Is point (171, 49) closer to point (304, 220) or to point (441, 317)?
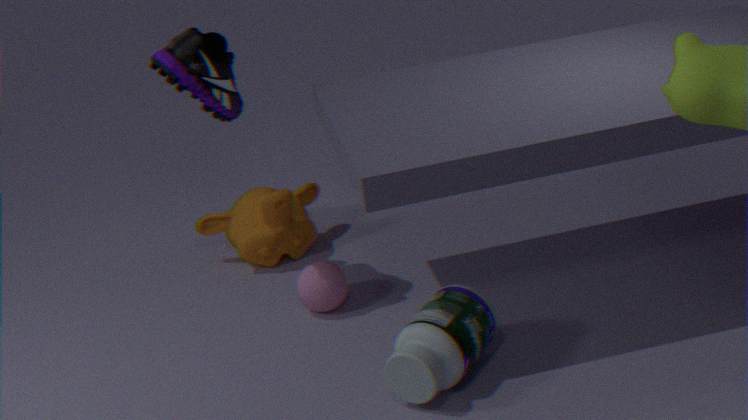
point (304, 220)
